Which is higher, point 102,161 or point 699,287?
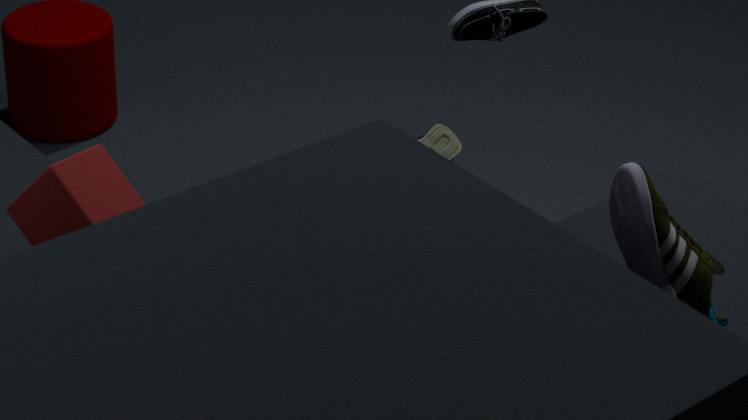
point 102,161
